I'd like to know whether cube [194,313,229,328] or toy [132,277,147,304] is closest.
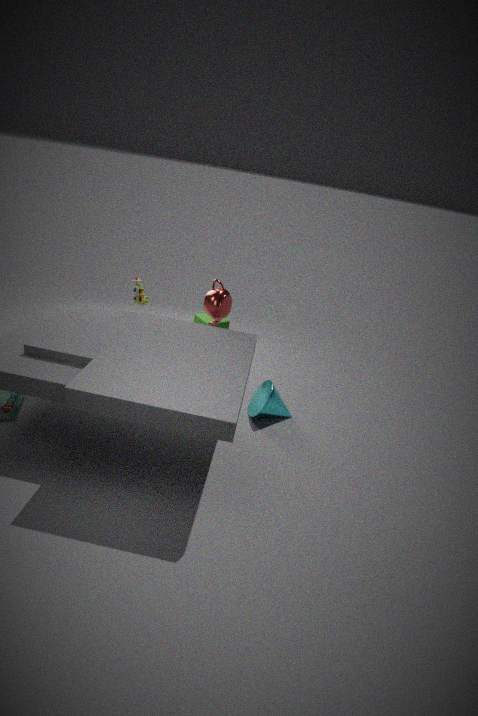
toy [132,277,147,304]
